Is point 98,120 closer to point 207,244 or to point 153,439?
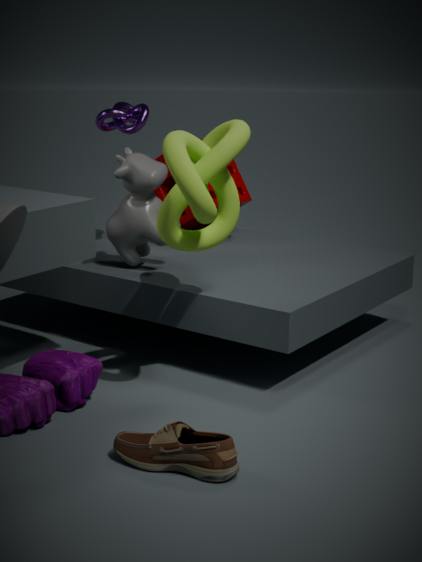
point 207,244
